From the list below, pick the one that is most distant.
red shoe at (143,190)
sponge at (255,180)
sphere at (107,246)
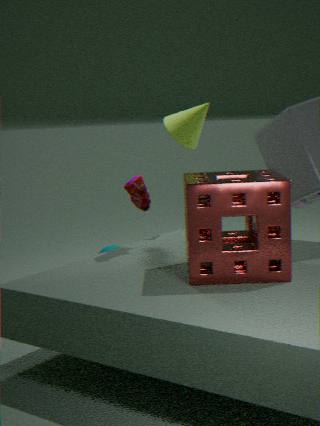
sphere at (107,246)
